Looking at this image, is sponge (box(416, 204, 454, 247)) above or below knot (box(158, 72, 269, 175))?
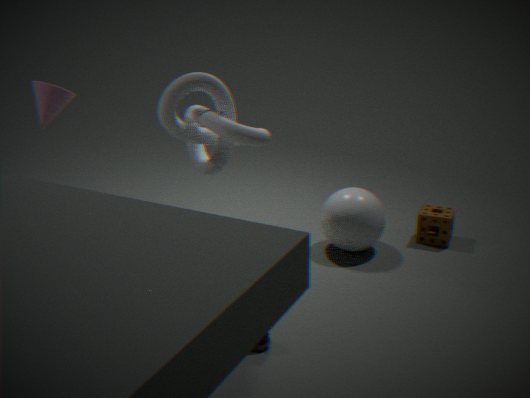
below
